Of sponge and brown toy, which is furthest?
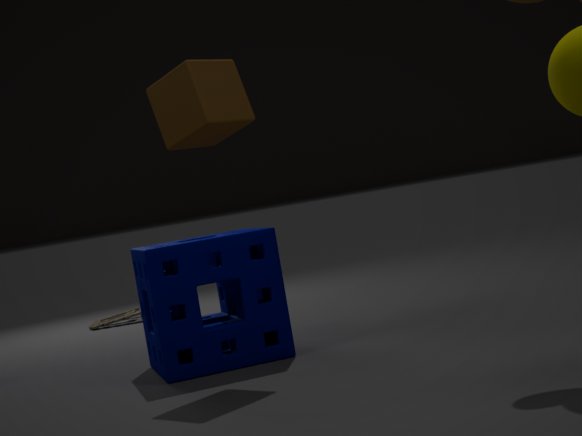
brown toy
